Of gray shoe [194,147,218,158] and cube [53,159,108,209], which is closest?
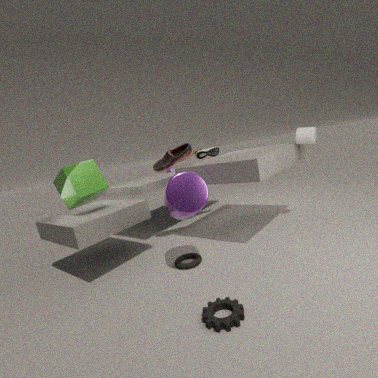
cube [53,159,108,209]
